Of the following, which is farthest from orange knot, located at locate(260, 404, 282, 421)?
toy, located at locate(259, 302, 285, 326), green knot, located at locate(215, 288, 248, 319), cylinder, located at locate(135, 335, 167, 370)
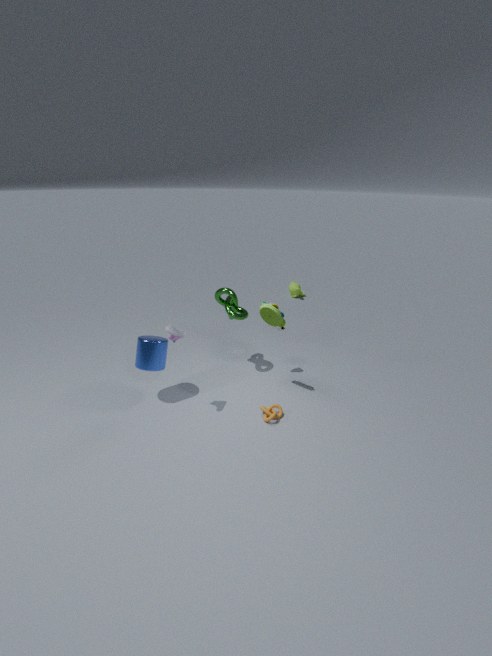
cylinder, located at locate(135, 335, 167, 370)
